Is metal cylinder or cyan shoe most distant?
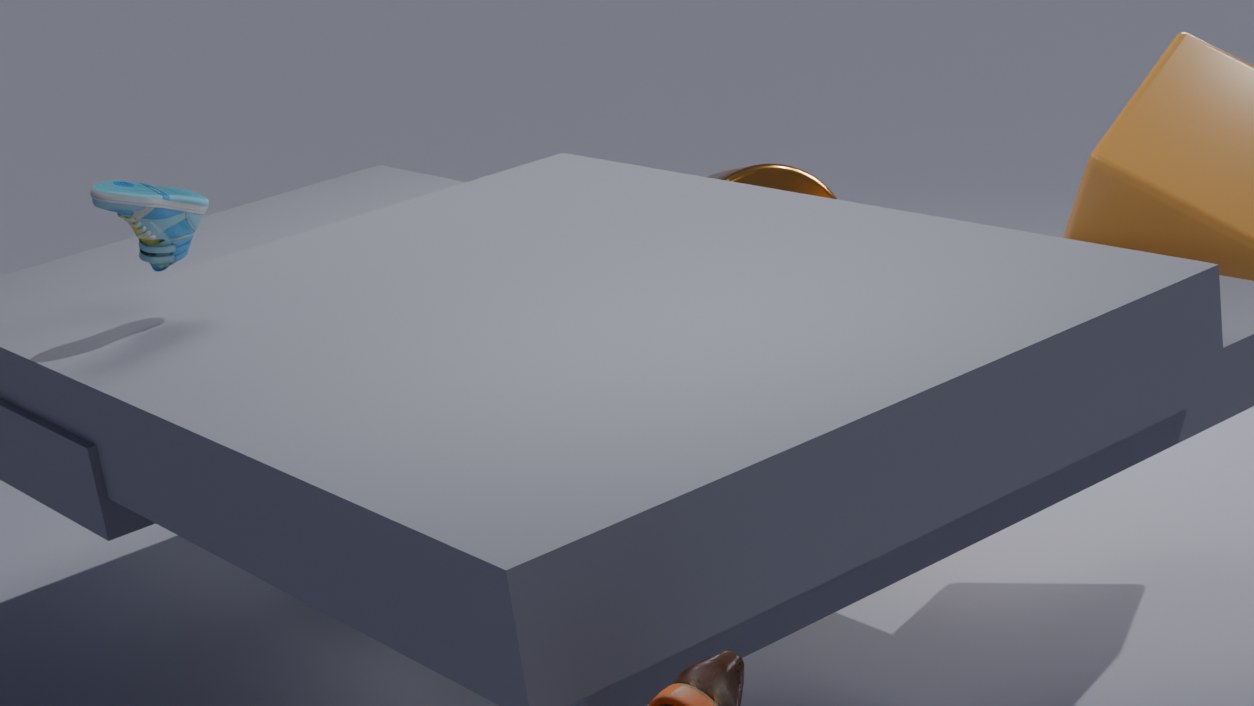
metal cylinder
